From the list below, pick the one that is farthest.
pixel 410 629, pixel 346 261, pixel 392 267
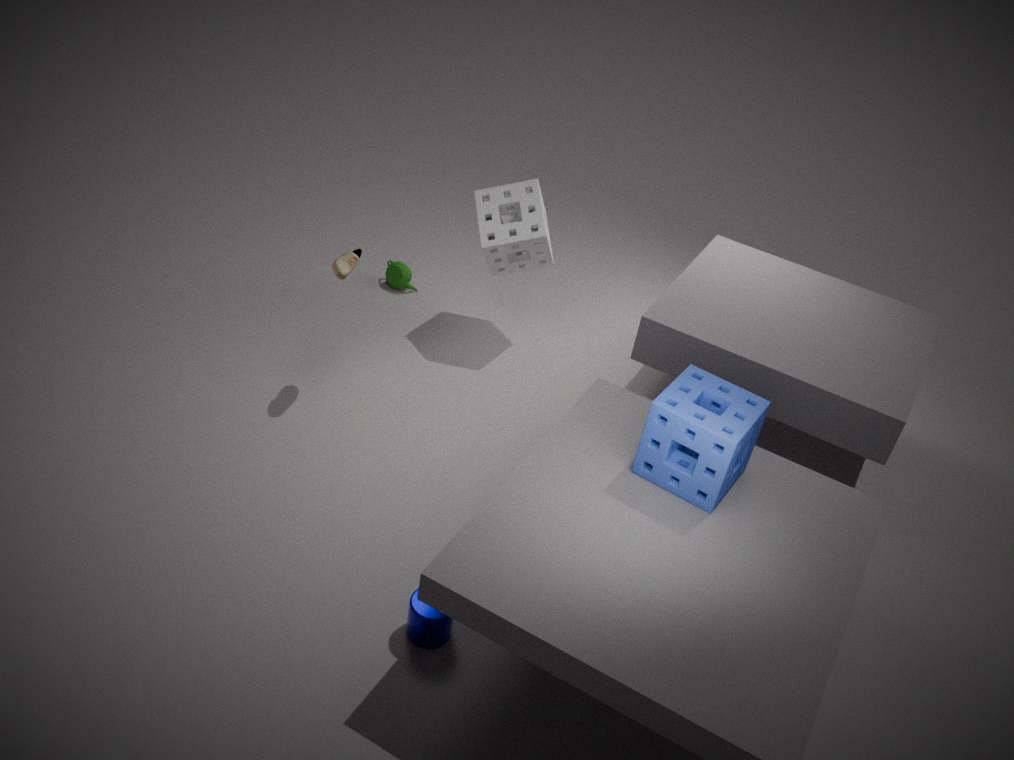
pixel 392 267
